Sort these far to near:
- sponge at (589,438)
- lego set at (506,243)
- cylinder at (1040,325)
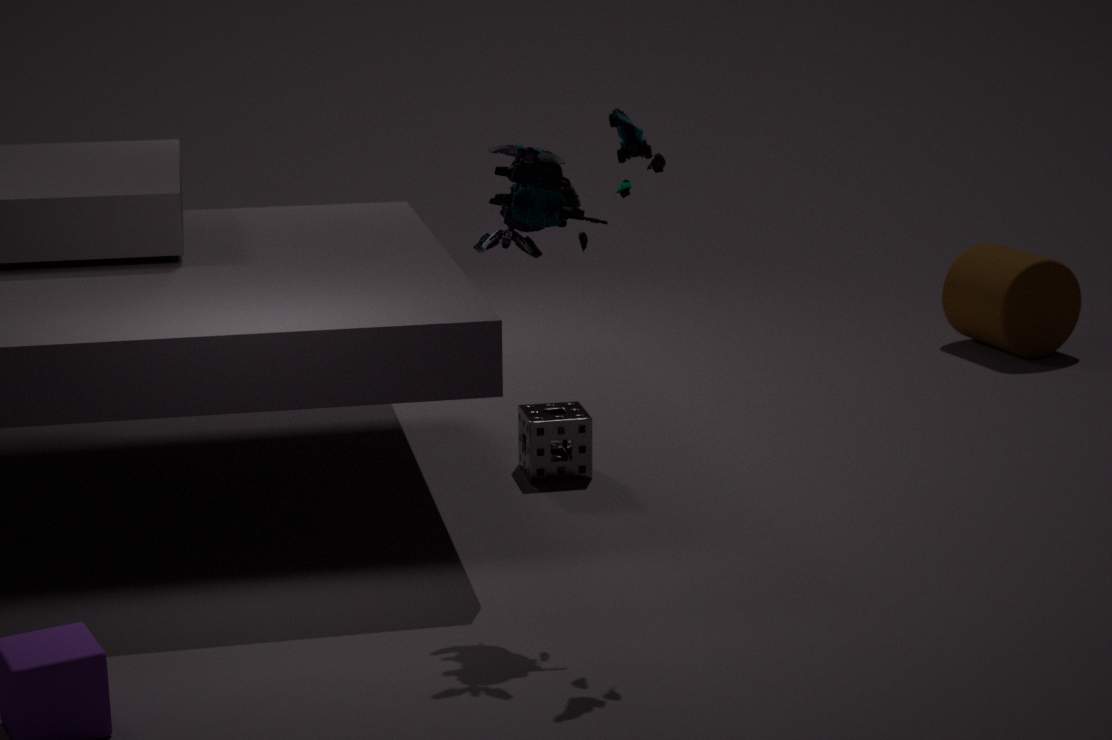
cylinder at (1040,325) < sponge at (589,438) < lego set at (506,243)
